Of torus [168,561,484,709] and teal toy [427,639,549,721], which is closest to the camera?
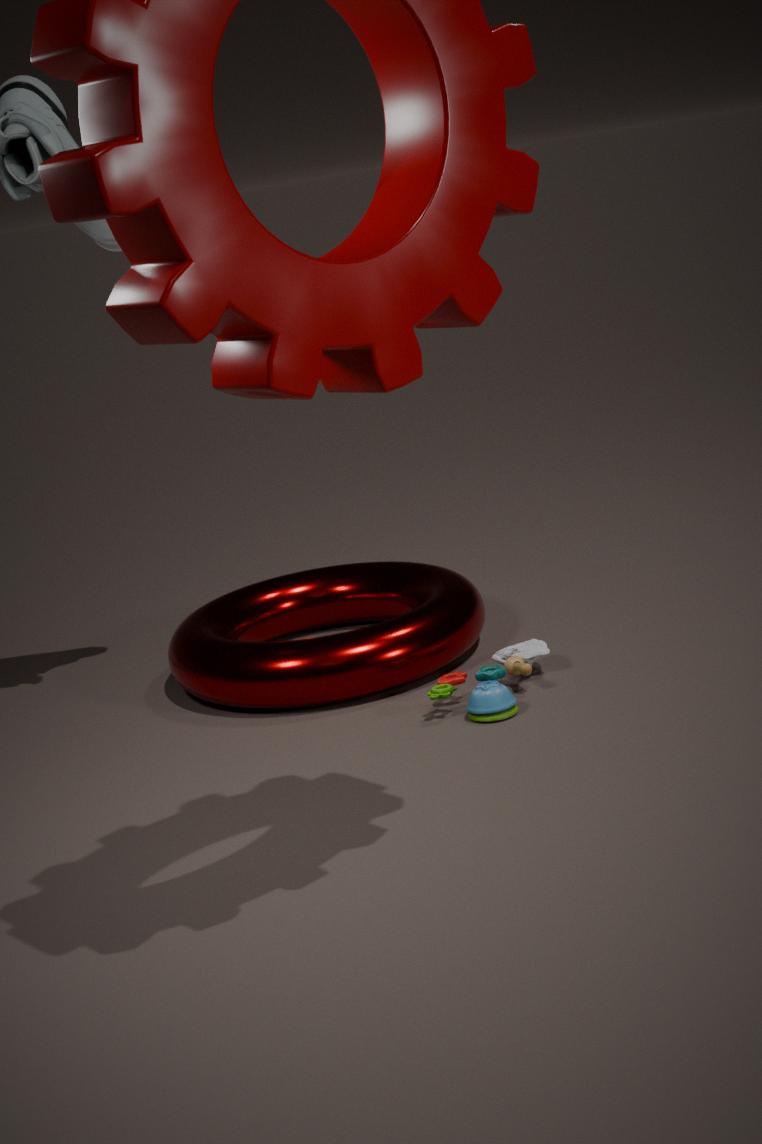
teal toy [427,639,549,721]
